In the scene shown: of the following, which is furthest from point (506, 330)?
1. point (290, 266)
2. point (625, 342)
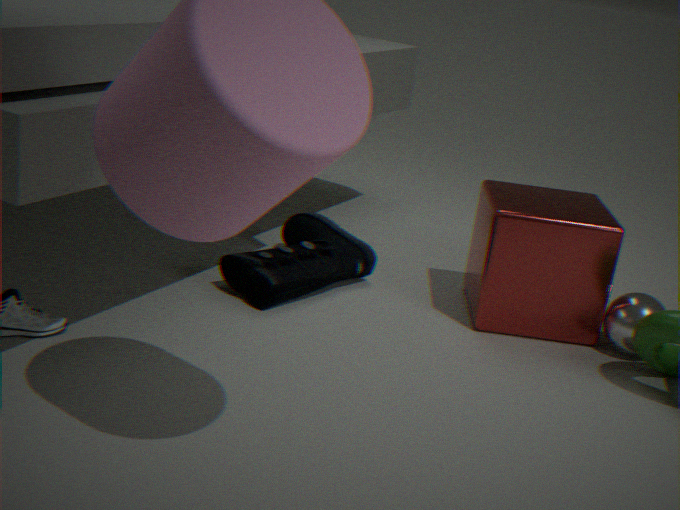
point (290, 266)
